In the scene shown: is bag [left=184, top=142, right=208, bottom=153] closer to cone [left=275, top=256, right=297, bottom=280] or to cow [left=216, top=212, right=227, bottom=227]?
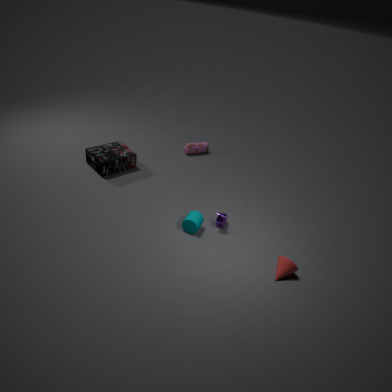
cow [left=216, top=212, right=227, bottom=227]
